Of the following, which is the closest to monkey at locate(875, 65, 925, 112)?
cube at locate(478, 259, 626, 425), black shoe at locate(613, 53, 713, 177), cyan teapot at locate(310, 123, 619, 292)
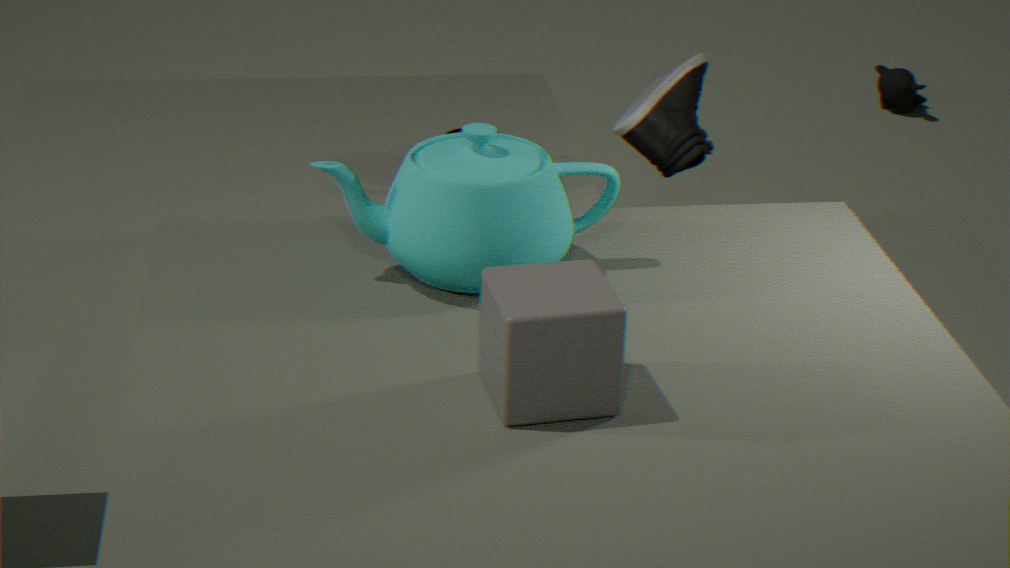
black shoe at locate(613, 53, 713, 177)
